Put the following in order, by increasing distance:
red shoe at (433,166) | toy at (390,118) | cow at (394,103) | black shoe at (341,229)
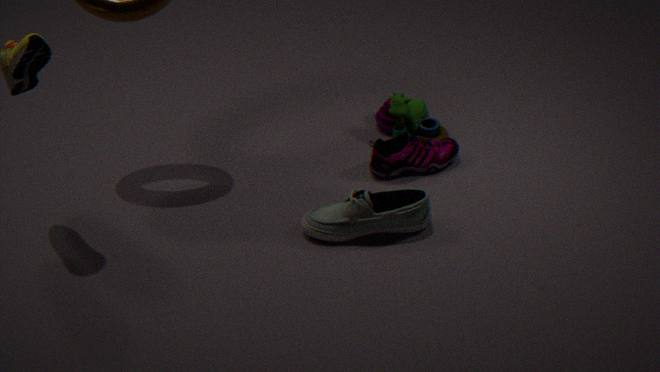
black shoe at (341,229), red shoe at (433,166), cow at (394,103), toy at (390,118)
